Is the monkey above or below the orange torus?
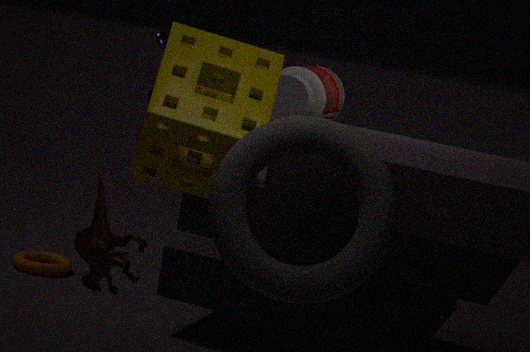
above
